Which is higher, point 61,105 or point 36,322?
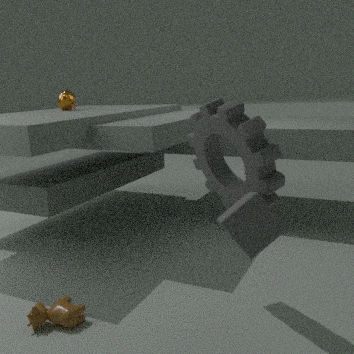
point 61,105
